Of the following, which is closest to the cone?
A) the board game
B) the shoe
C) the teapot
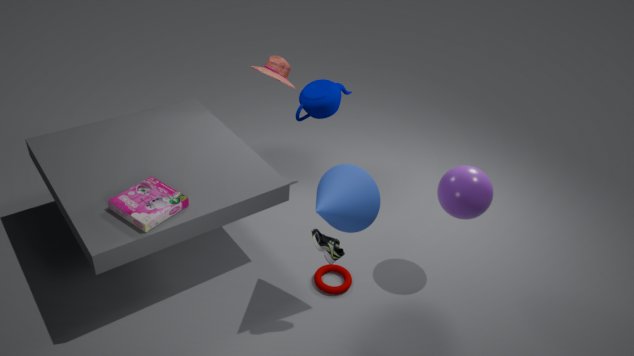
the shoe
